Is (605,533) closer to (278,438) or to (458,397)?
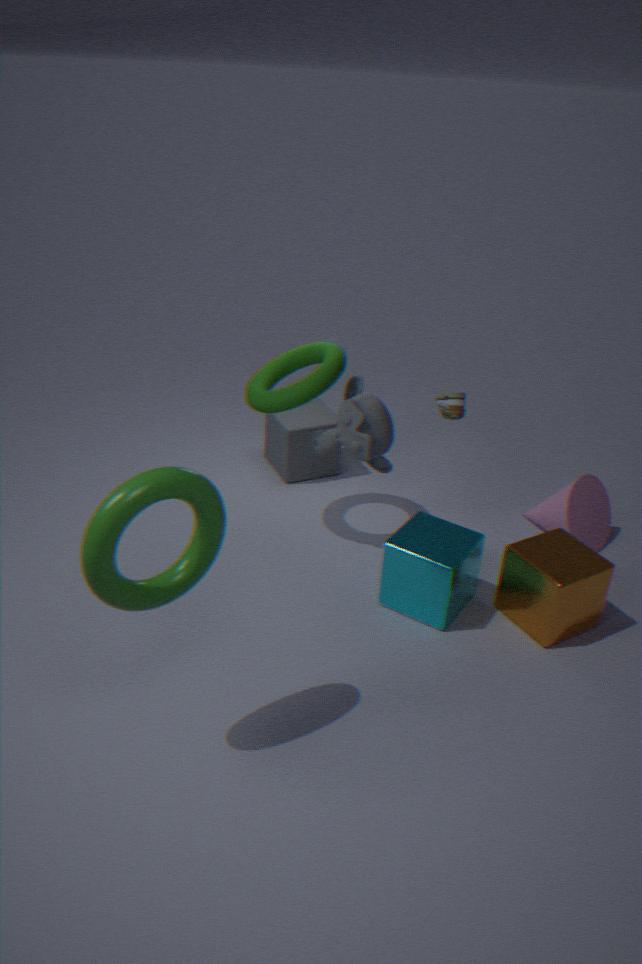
(458,397)
